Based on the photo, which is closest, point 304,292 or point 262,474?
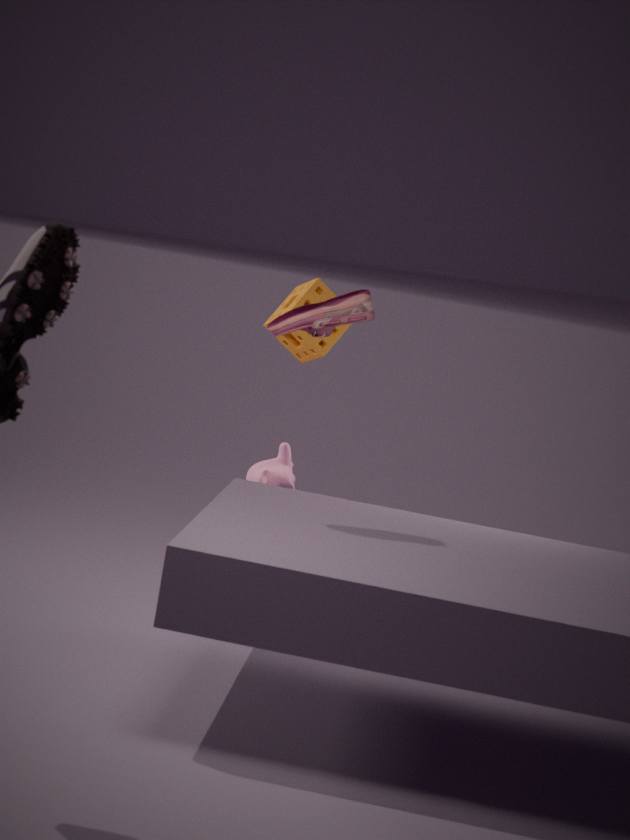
point 262,474
